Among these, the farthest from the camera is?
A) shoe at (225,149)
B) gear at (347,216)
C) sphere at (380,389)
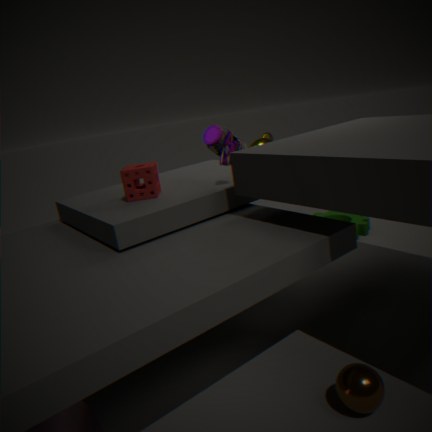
gear at (347,216)
